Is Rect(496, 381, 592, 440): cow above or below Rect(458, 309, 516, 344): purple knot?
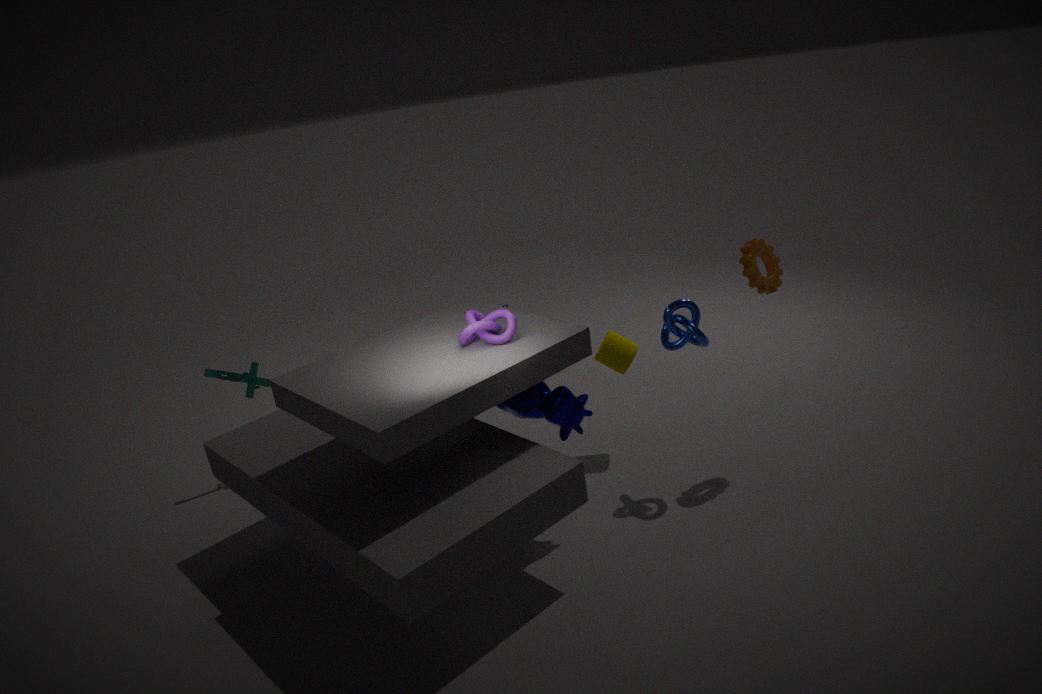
below
